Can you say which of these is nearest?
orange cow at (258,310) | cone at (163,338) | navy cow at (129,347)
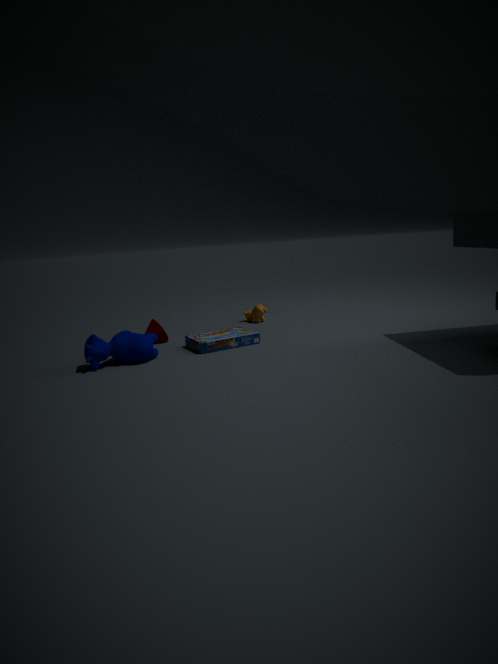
navy cow at (129,347)
